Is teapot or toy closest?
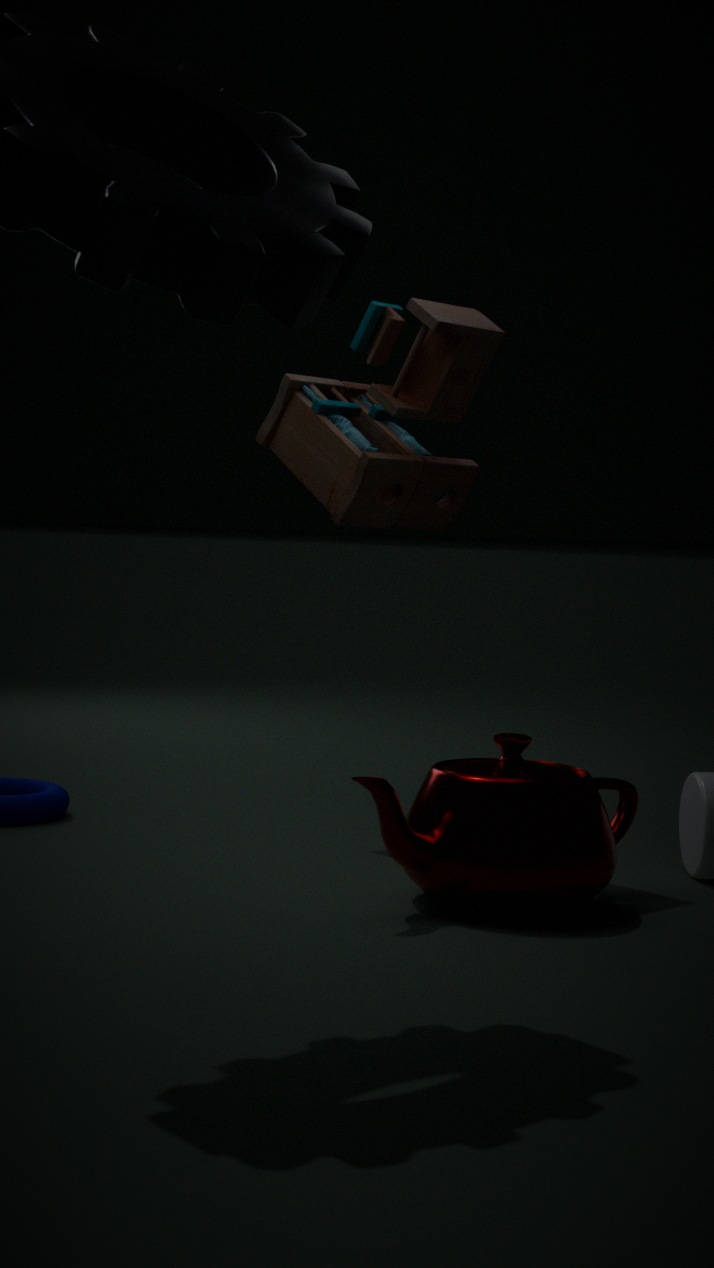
teapot
